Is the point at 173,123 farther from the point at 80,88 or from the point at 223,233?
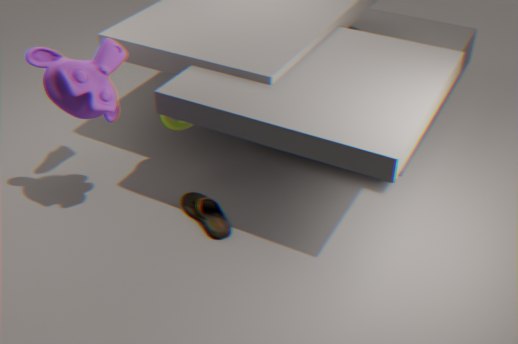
the point at 80,88
